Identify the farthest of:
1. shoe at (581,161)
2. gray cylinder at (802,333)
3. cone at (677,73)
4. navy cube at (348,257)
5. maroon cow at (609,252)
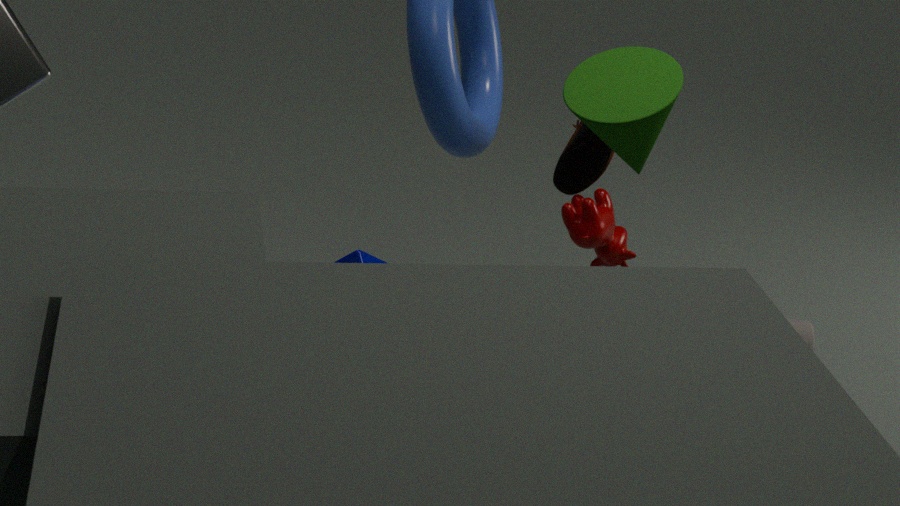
gray cylinder at (802,333)
